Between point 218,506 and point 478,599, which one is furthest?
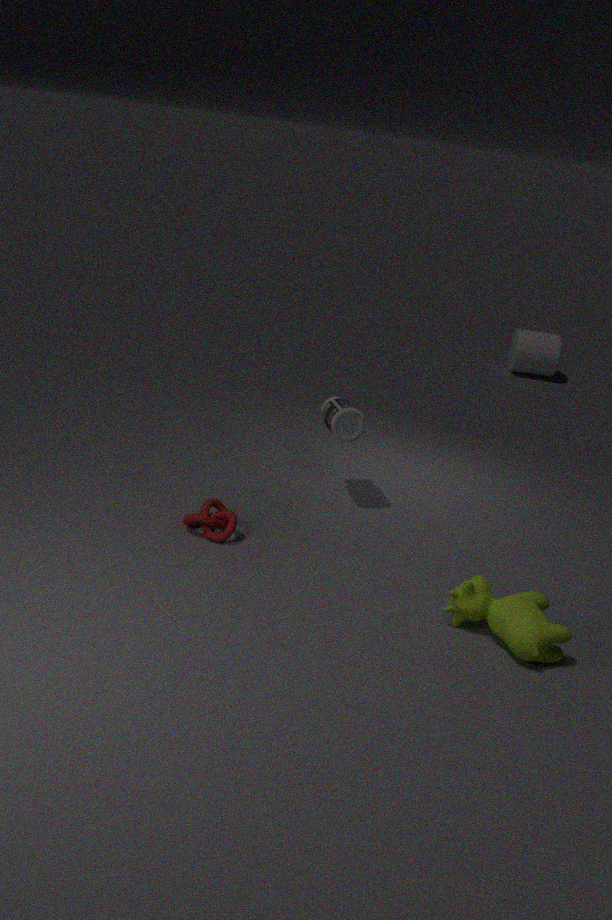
point 218,506
